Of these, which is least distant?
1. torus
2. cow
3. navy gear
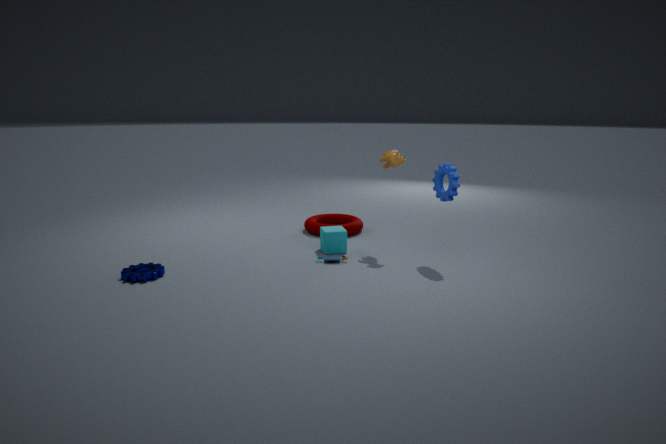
navy gear
